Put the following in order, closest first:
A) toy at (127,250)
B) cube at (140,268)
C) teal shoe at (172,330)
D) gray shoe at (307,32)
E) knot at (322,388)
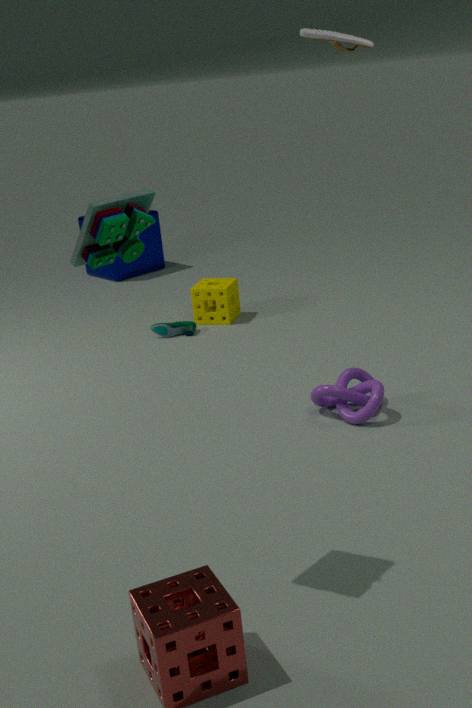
1. toy at (127,250)
2. gray shoe at (307,32)
3. knot at (322,388)
4. teal shoe at (172,330)
5. cube at (140,268)
